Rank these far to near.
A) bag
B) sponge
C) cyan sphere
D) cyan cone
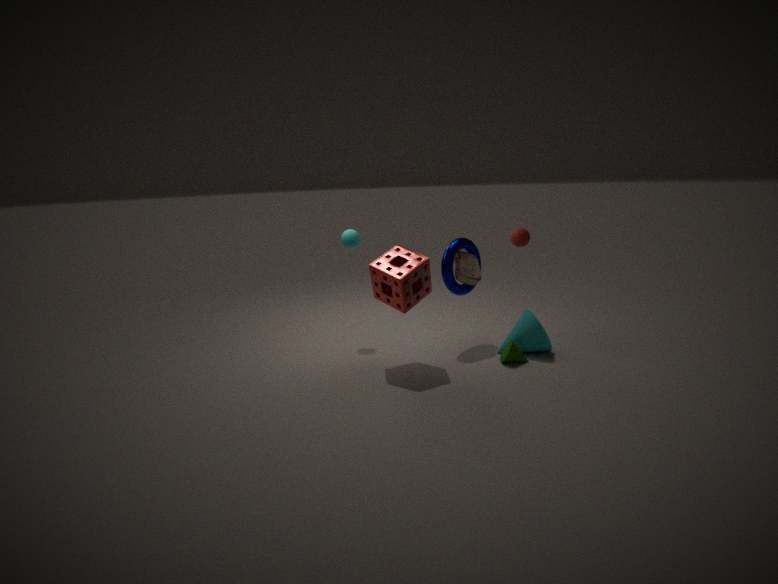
cyan sphere < bag < cyan cone < sponge
